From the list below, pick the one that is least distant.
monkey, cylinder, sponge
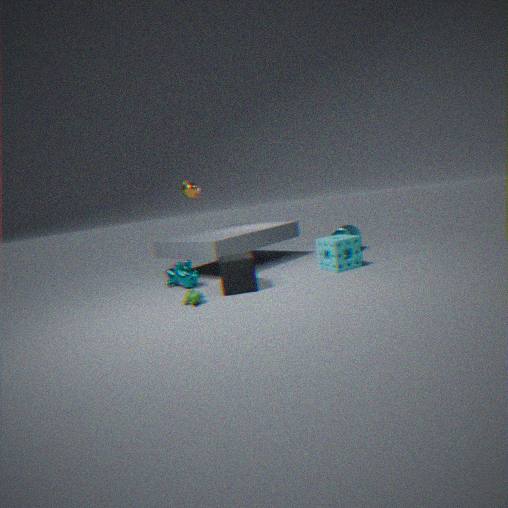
monkey
